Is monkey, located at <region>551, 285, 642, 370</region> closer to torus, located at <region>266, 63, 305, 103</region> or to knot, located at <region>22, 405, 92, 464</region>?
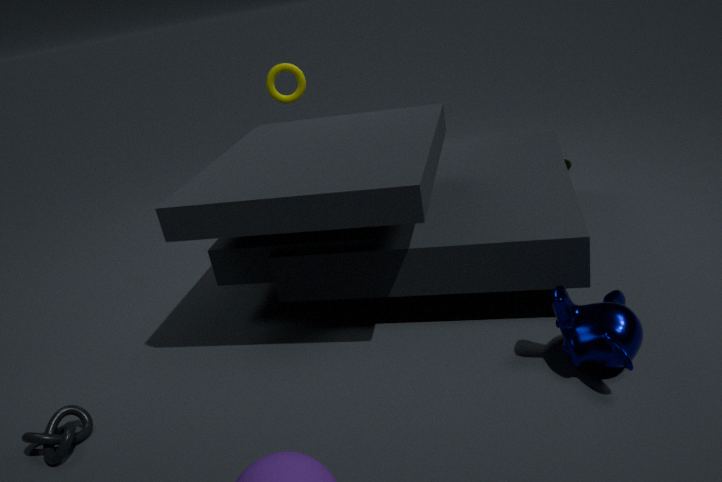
knot, located at <region>22, 405, 92, 464</region>
